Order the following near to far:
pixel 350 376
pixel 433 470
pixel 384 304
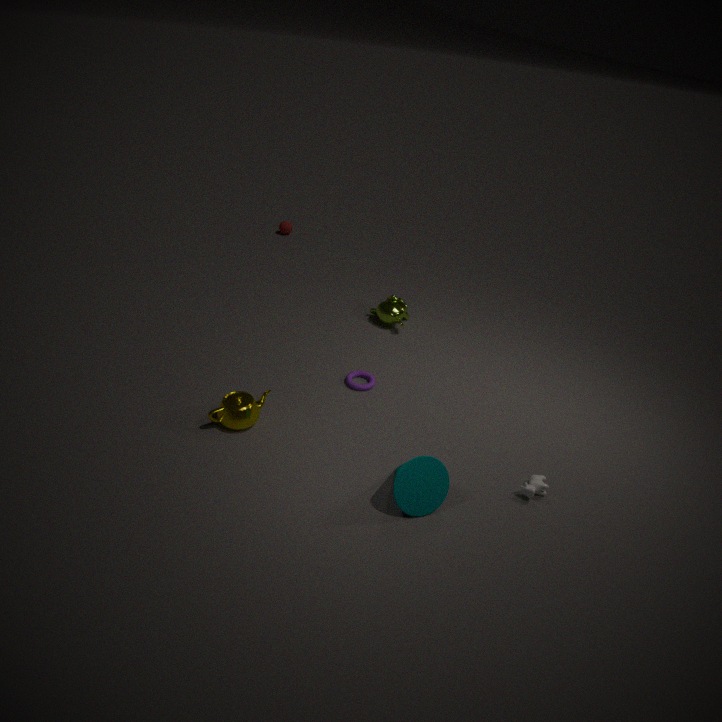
pixel 433 470 → pixel 350 376 → pixel 384 304
